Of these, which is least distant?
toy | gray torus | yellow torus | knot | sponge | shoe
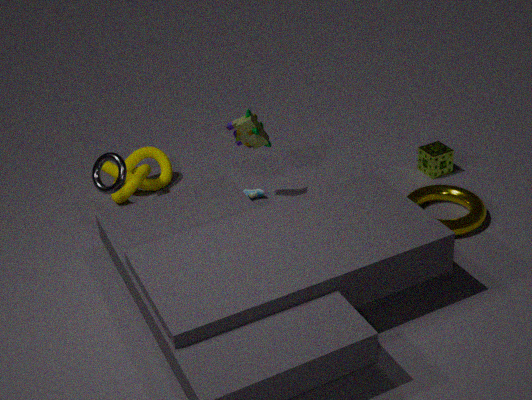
yellow torus
